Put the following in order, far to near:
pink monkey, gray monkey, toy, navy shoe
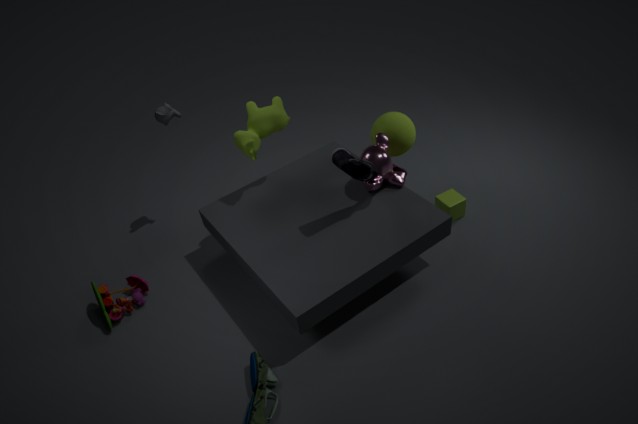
gray monkey < pink monkey < toy < navy shoe
